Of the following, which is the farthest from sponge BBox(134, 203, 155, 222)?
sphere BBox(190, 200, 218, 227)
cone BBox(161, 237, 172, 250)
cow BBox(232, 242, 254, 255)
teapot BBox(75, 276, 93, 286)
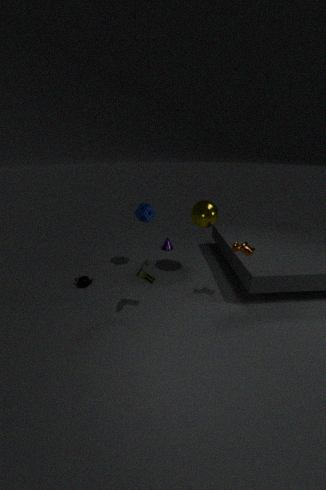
cow BBox(232, 242, 254, 255)
